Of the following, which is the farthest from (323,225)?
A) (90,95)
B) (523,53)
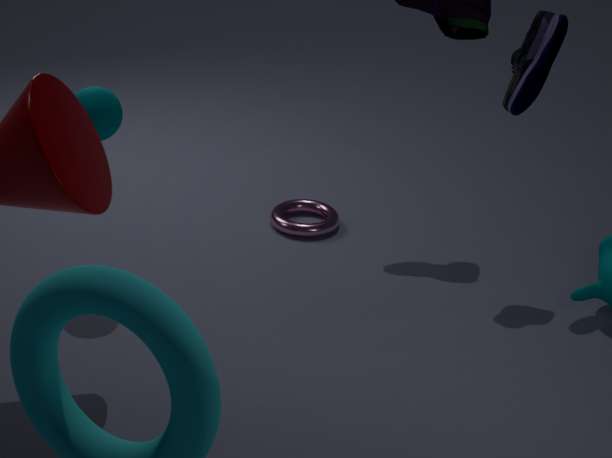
(523,53)
